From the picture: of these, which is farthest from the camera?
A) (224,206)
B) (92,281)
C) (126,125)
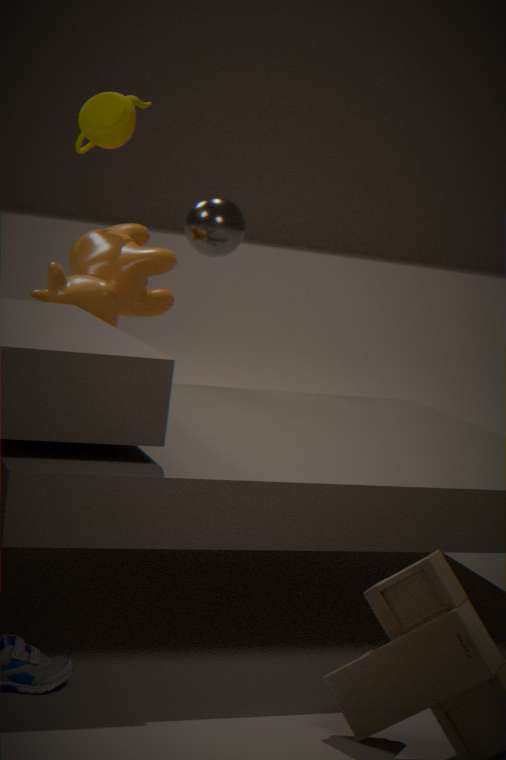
(224,206)
